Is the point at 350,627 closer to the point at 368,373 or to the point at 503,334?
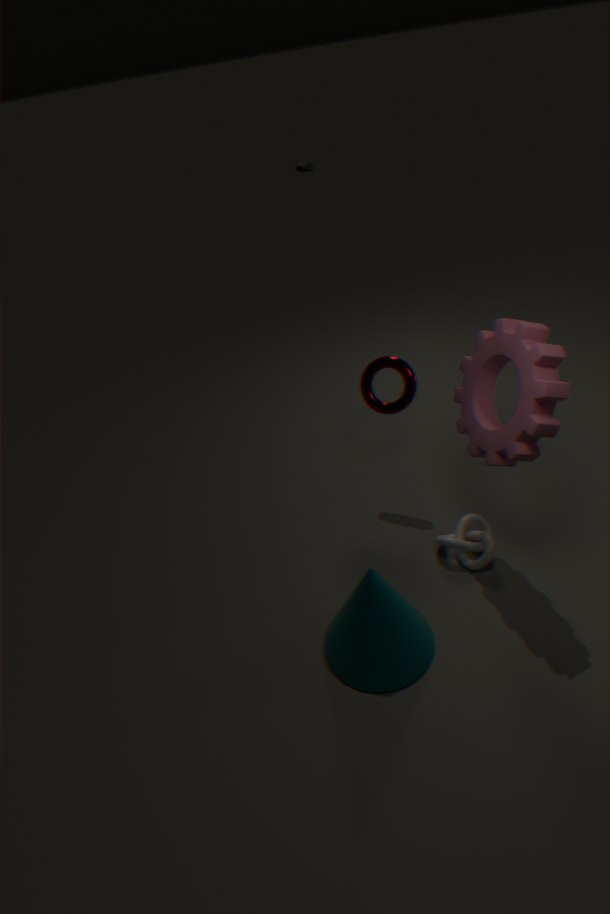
the point at 503,334
